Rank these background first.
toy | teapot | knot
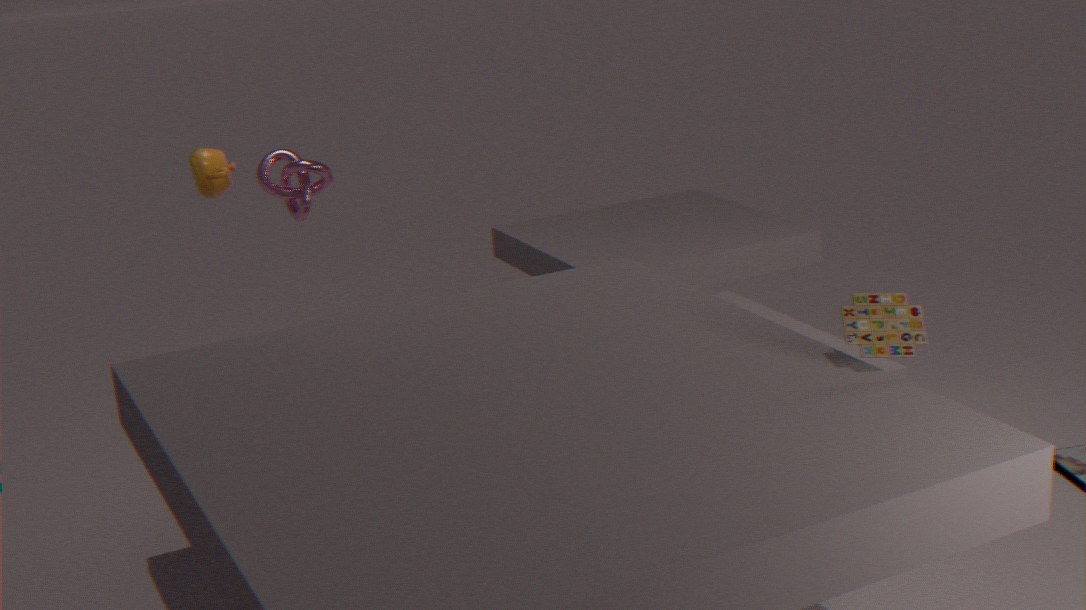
knot → teapot → toy
